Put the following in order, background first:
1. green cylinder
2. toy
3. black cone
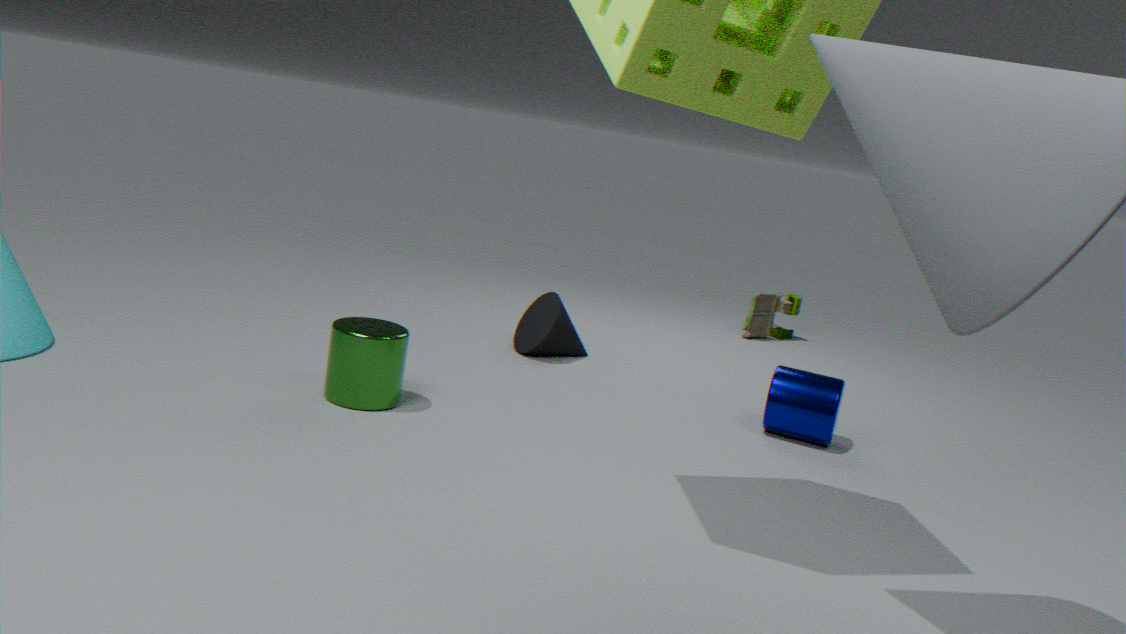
toy → black cone → green cylinder
